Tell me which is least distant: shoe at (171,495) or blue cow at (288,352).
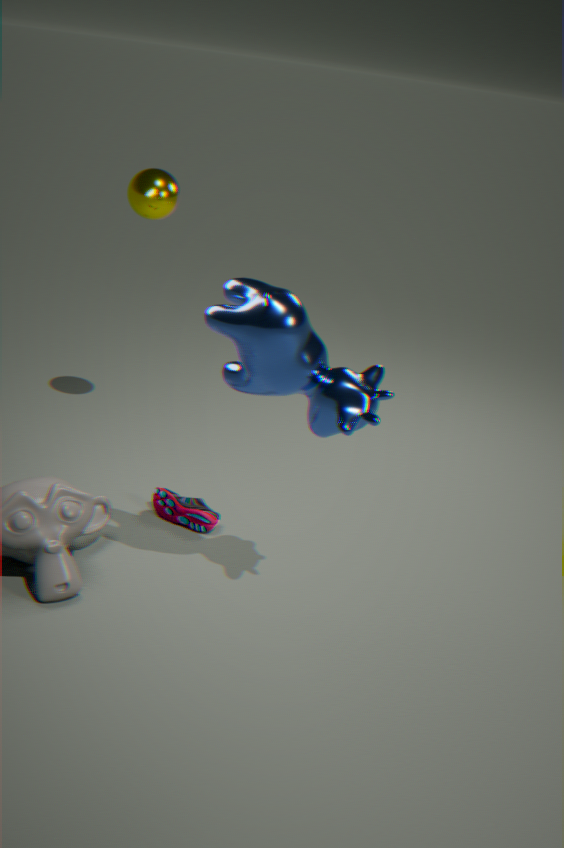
blue cow at (288,352)
